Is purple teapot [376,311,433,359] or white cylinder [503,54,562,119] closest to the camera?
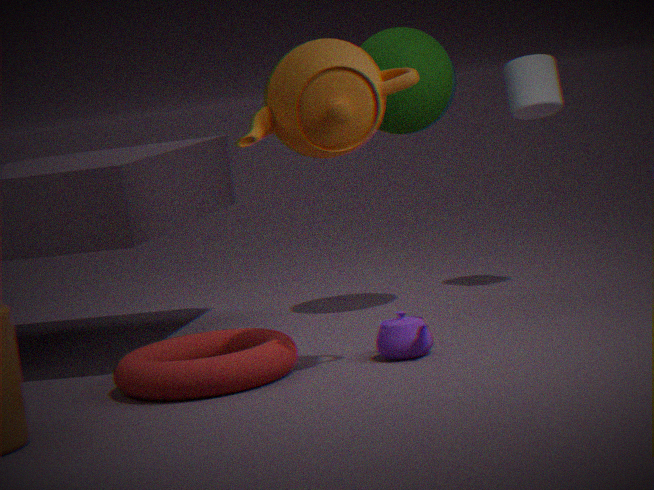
purple teapot [376,311,433,359]
